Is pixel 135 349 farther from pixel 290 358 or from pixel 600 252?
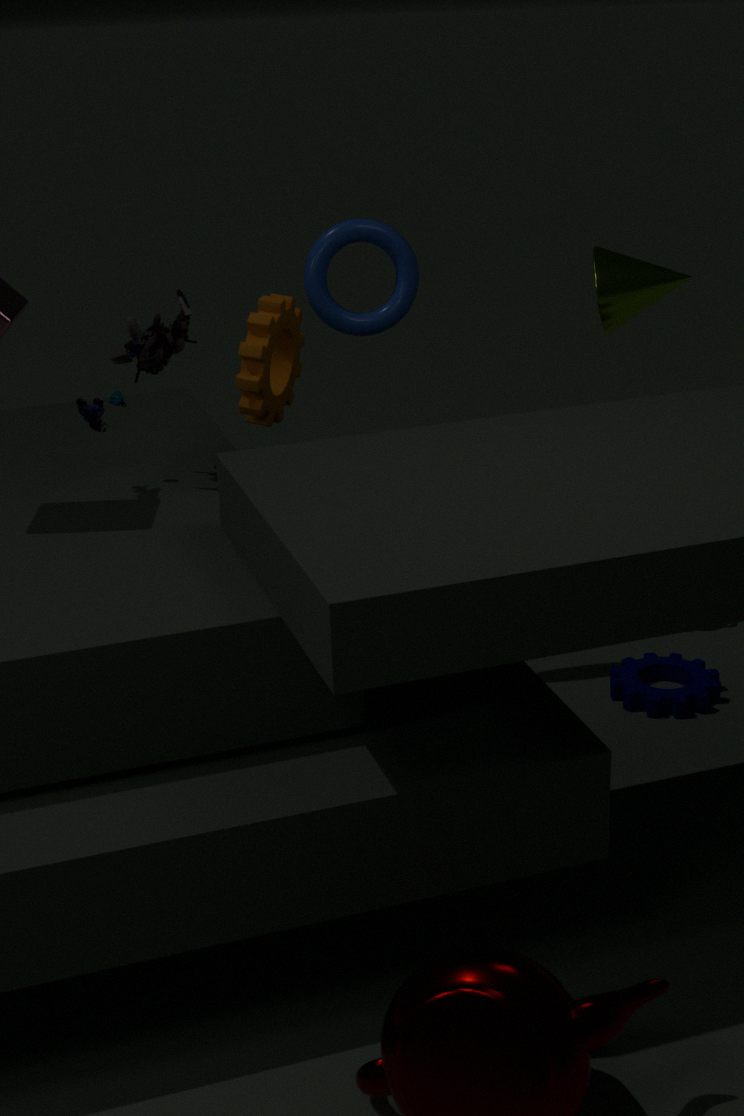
pixel 600 252
